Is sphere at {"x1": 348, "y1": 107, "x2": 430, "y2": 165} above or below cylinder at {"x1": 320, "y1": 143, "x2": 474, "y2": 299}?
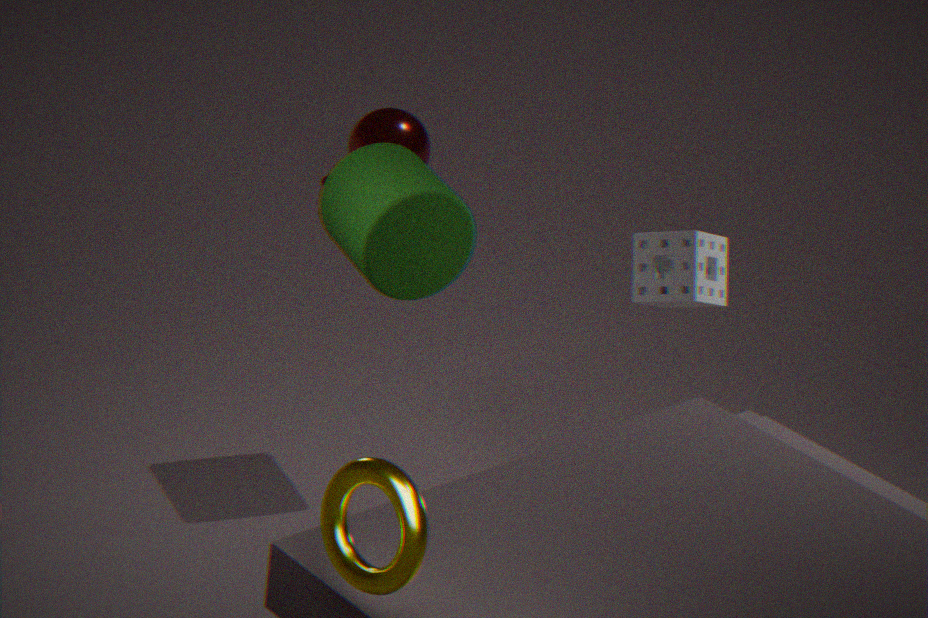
below
